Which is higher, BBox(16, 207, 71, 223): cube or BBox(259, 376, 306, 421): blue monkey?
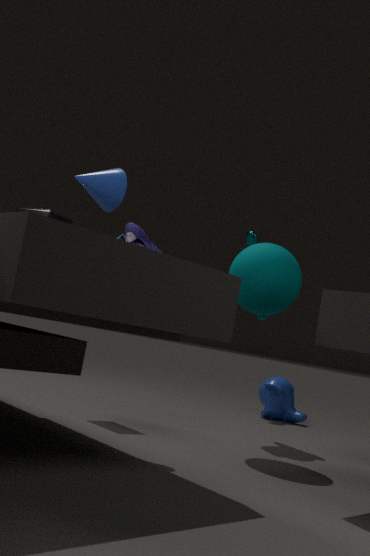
BBox(16, 207, 71, 223): cube
